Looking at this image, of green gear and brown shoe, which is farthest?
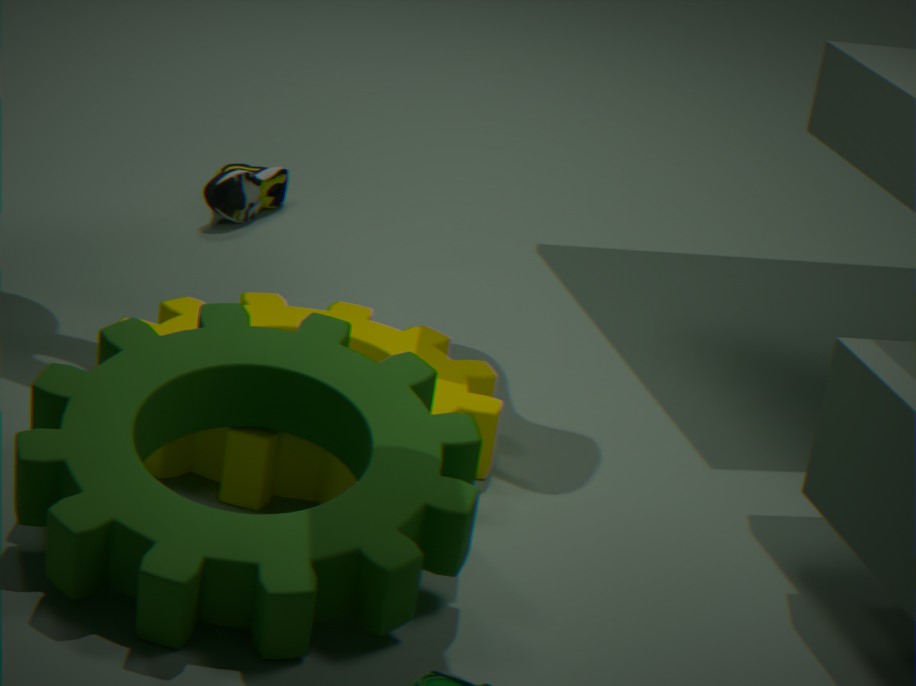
brown shoe
